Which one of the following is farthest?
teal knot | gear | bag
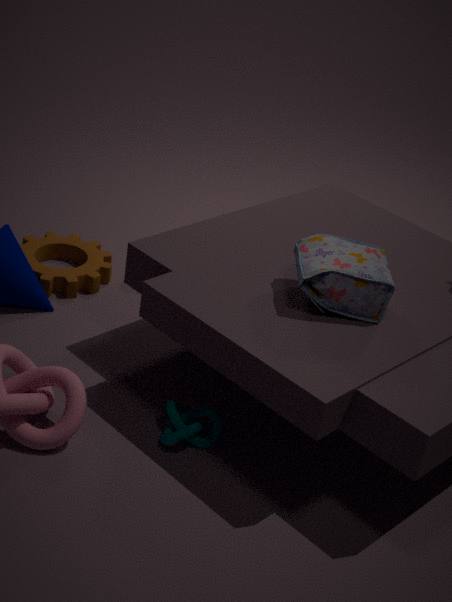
gear
